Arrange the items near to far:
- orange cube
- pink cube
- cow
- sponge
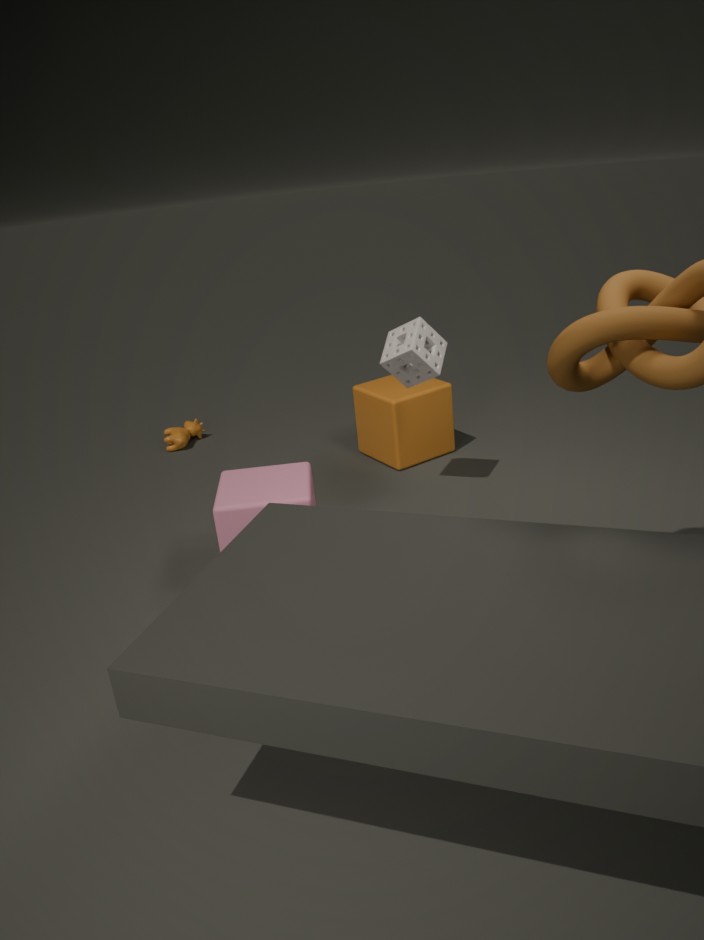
pink cube
sponge
orange cube
cow
